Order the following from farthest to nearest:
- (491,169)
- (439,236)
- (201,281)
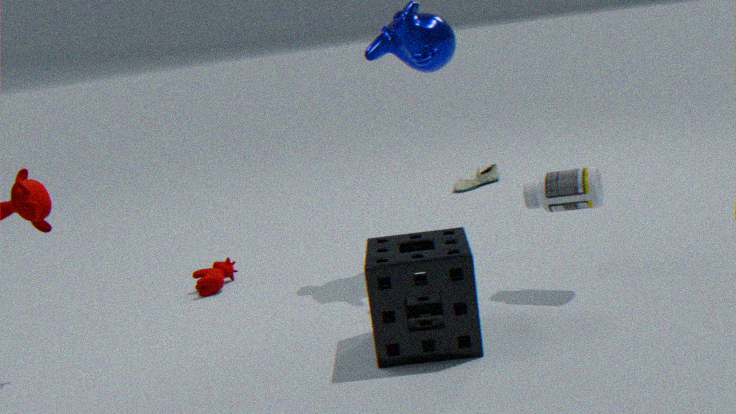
(491,169) → (201,281) → (439,236)
